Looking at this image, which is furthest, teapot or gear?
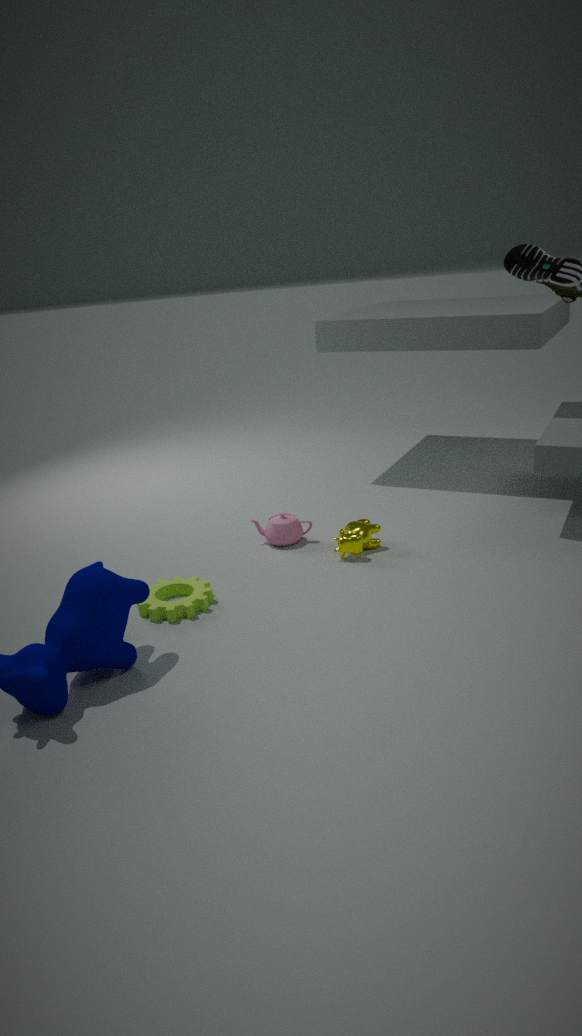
teapot
